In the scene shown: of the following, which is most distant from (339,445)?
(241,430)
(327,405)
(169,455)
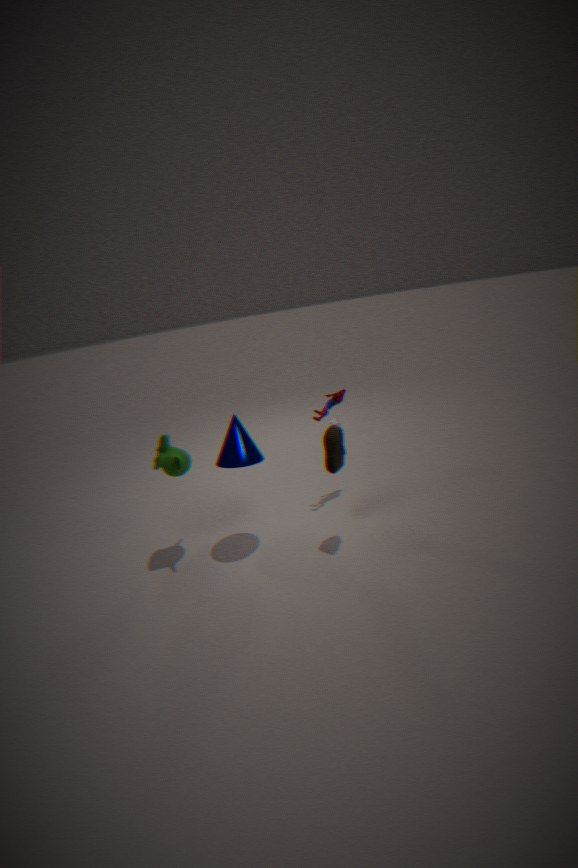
(169,455)
